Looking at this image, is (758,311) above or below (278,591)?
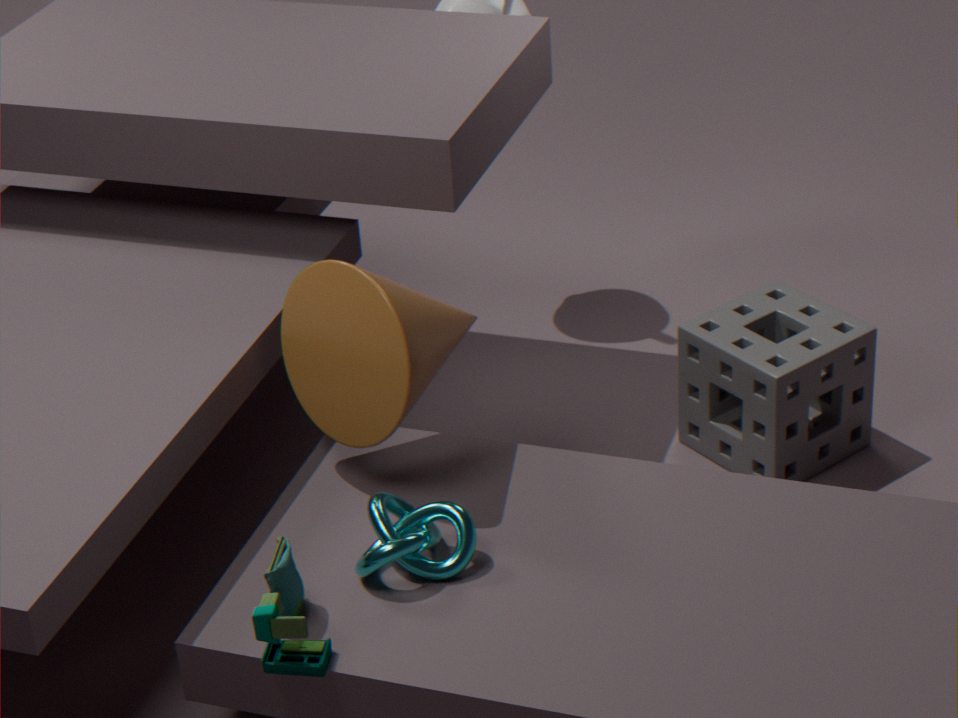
below
